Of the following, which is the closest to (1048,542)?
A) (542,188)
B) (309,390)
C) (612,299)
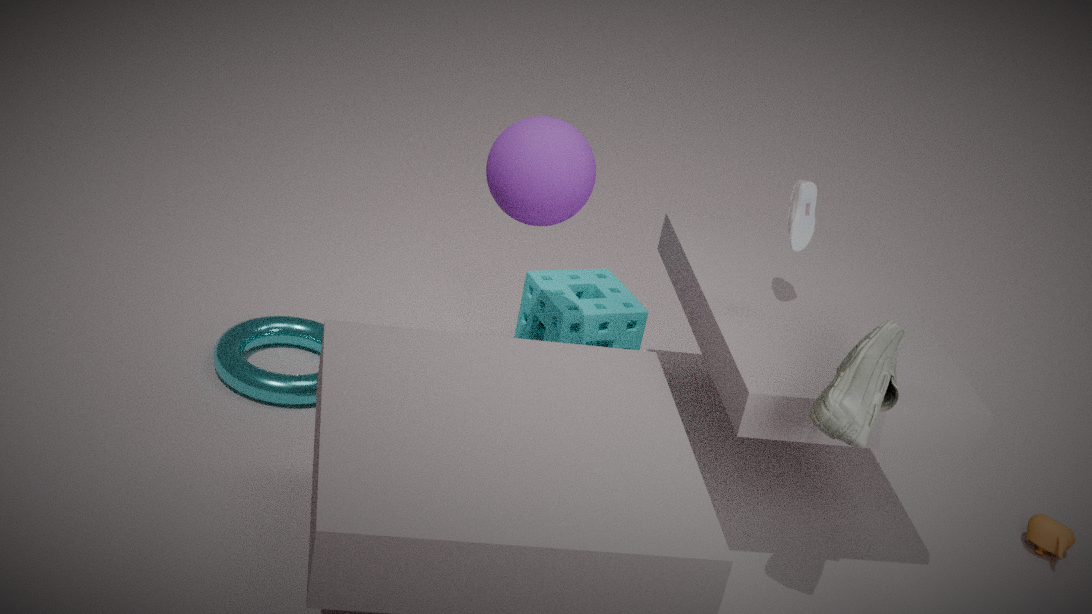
(612,299)
